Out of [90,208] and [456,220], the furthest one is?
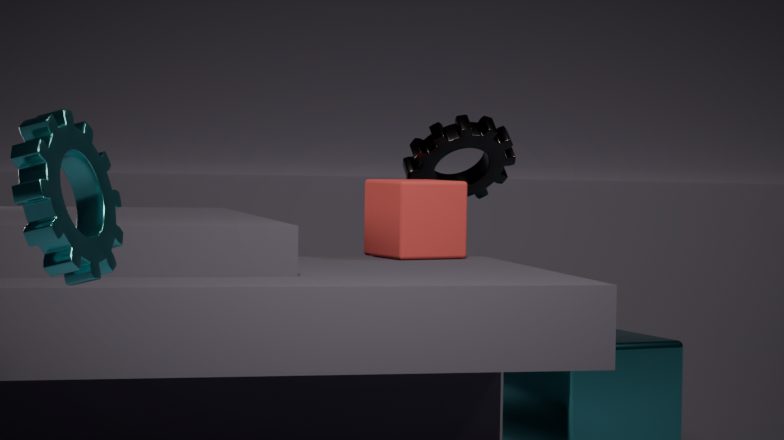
[456,220]
